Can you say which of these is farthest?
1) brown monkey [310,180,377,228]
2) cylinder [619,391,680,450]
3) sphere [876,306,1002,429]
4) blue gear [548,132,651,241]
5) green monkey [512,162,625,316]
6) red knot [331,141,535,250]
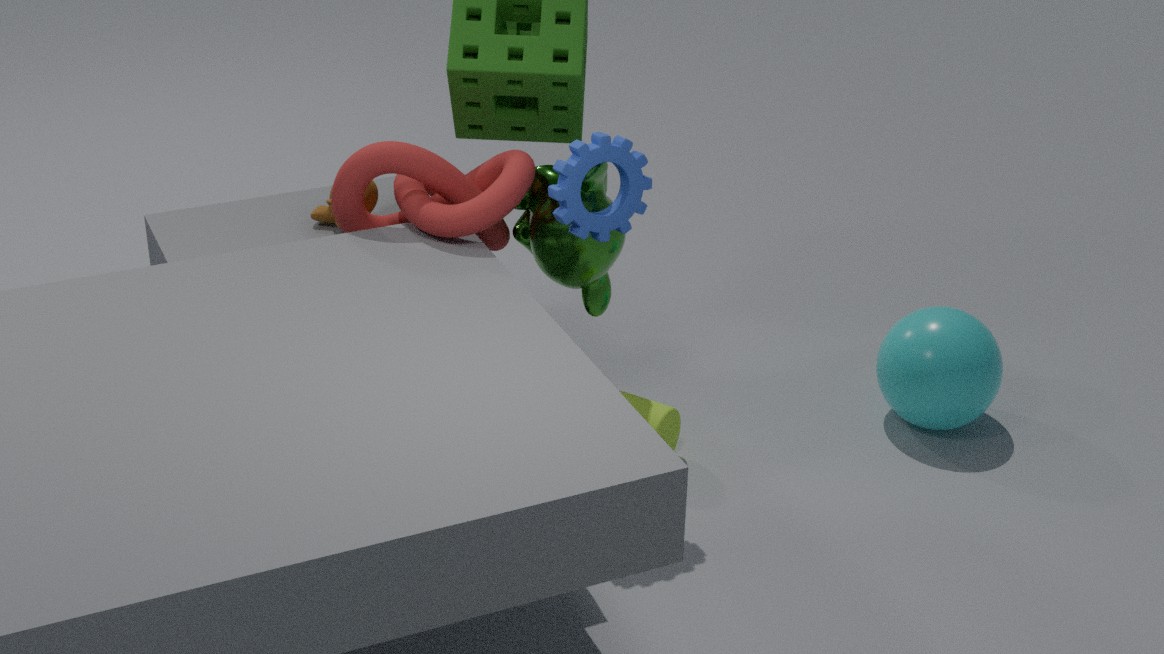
3. sphere [876,306,1002,429]
